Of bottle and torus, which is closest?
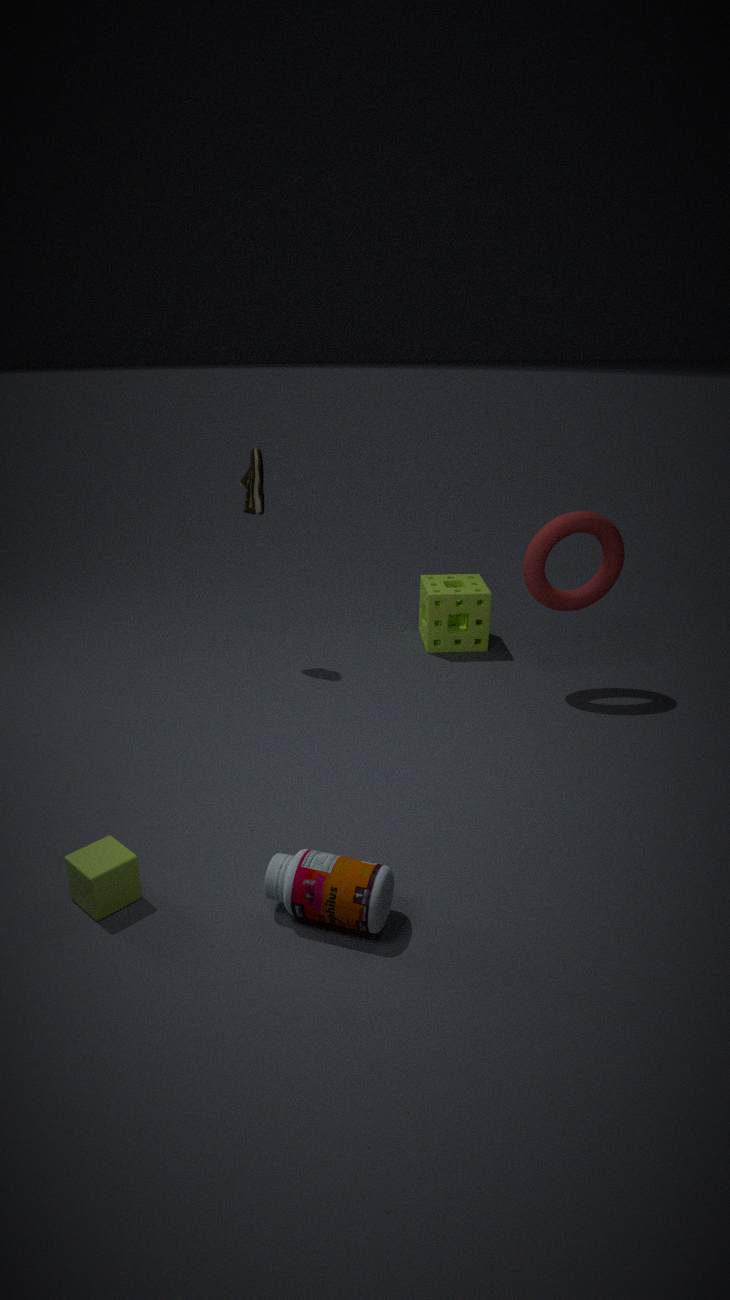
bottle
